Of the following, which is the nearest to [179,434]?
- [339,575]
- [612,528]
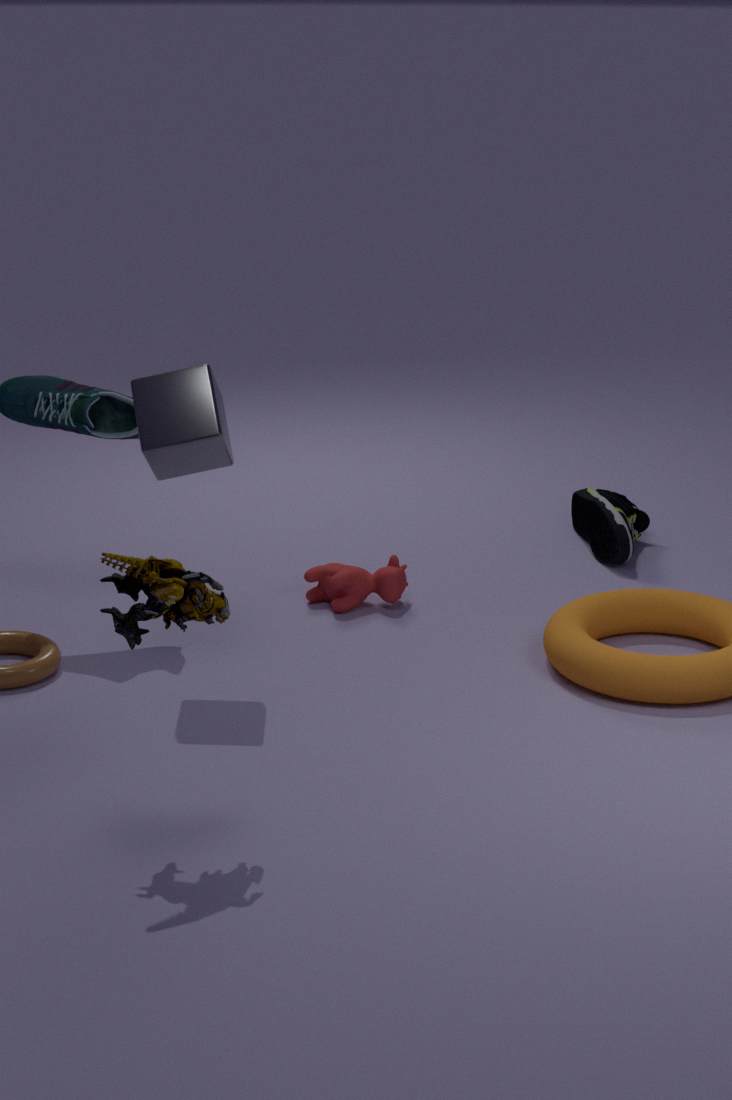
[339,575]
